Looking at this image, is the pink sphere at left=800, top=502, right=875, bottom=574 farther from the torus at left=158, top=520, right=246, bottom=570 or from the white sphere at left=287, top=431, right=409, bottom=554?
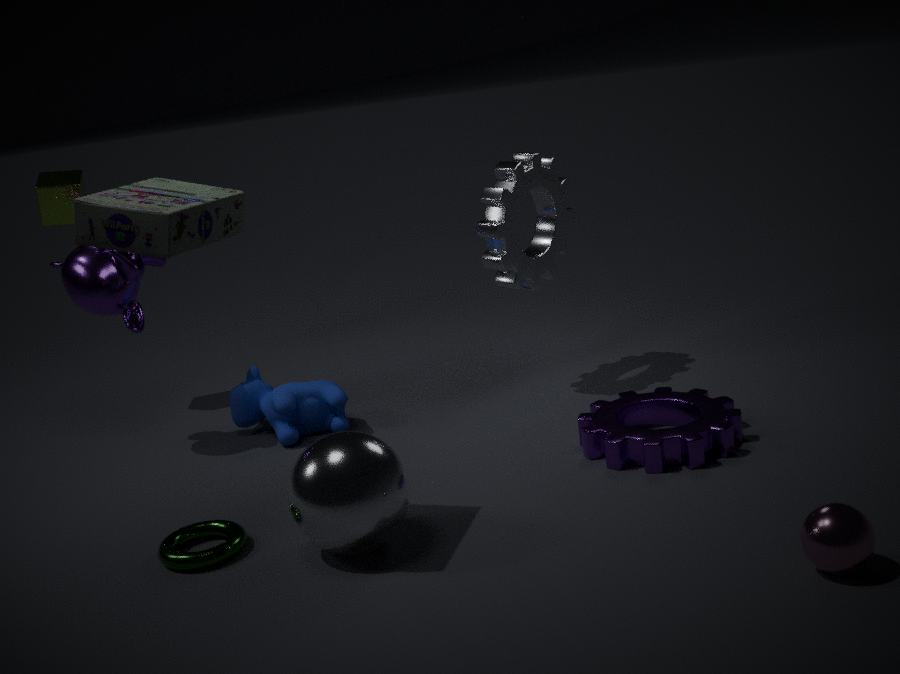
the torus at left=158, top=520, right=246, bottom=570
